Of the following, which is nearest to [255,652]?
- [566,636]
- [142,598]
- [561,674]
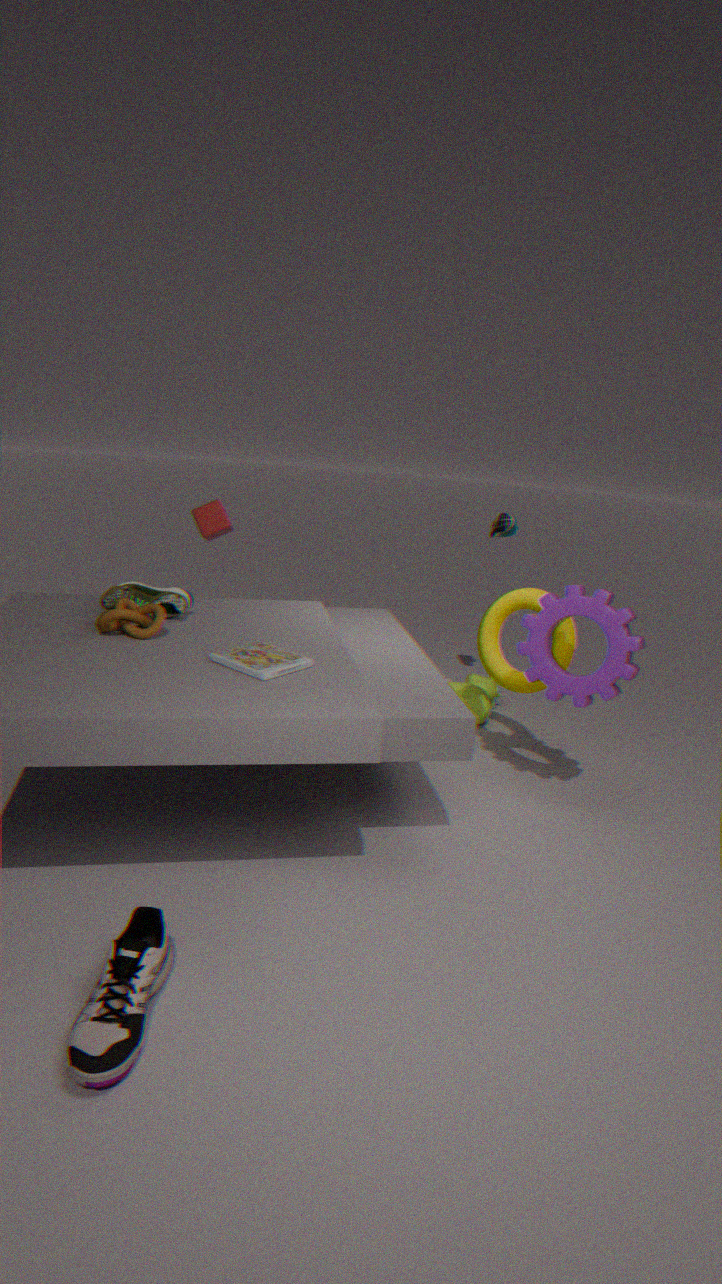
[142,598]
